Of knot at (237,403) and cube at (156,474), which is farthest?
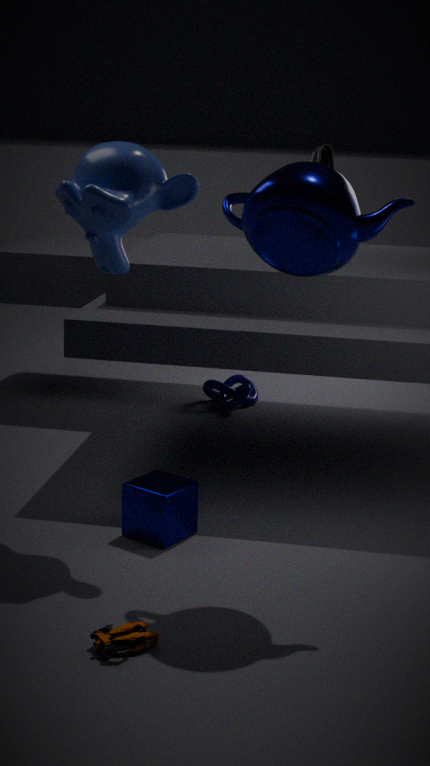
knot at (237,403)
